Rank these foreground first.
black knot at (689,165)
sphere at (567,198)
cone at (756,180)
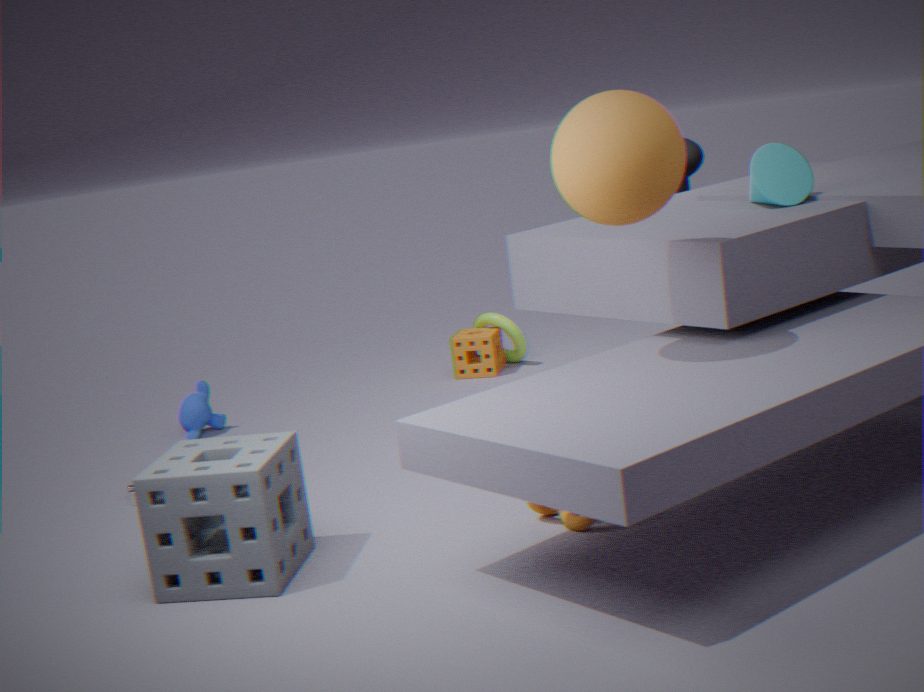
1. sphere at (567,198)
2. cone at (756,180)
3. black knot at (689,165)
